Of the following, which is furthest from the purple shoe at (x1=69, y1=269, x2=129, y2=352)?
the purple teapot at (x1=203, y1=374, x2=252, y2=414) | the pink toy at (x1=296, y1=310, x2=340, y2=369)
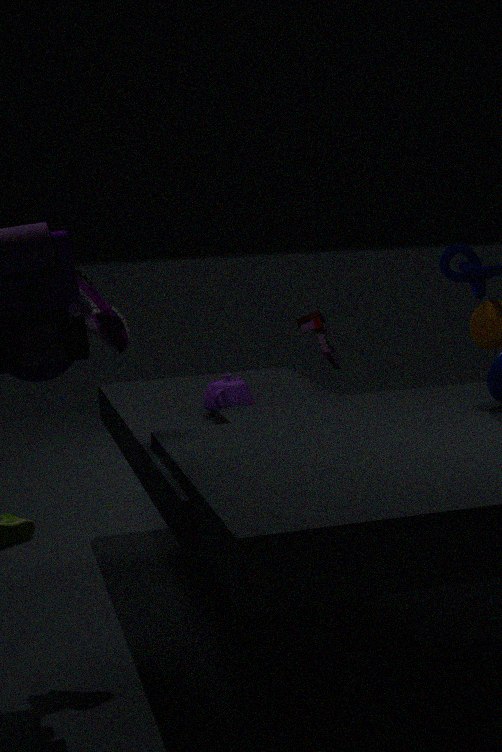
the pink toy at (x1=296, y1=310, x2=340, y2=369)
